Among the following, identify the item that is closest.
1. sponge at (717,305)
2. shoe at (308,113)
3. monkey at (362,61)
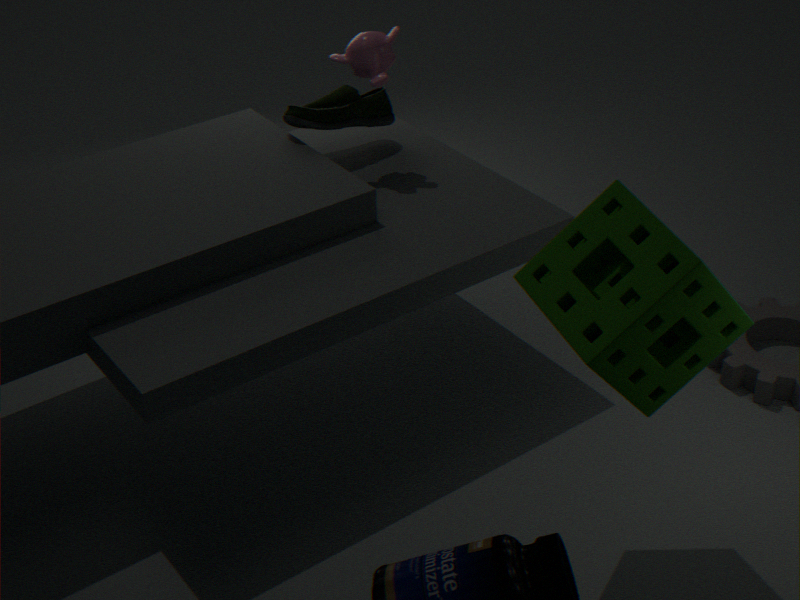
sponge at (717,305)
